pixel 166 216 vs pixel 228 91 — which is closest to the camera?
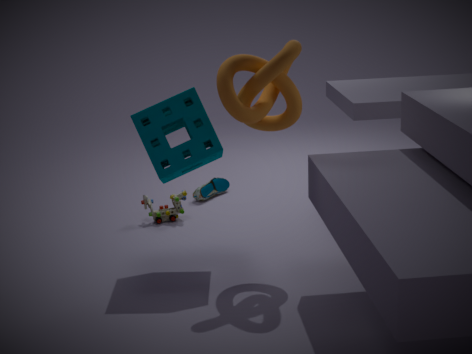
pixel 228 91
